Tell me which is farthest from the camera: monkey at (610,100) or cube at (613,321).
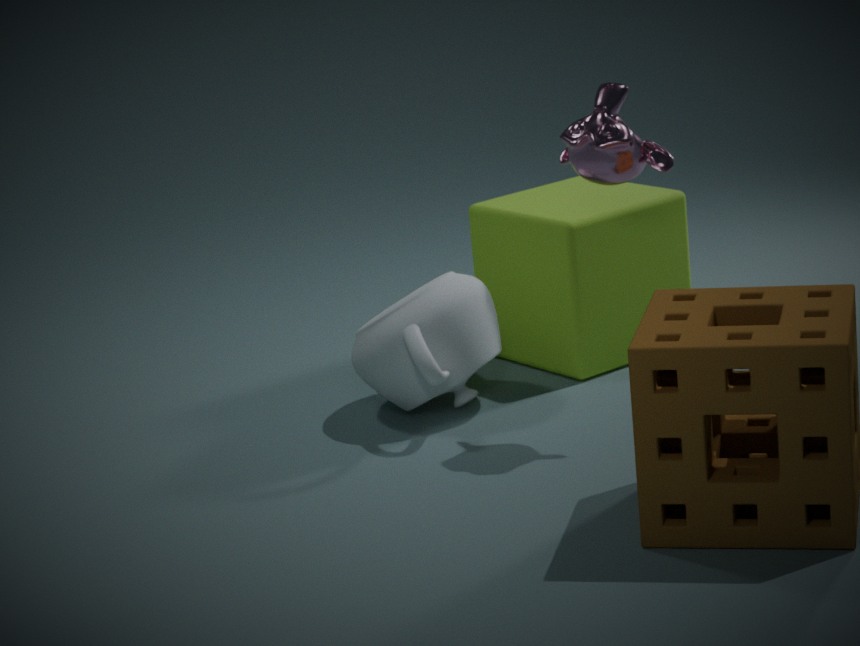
cube at (613,321)
